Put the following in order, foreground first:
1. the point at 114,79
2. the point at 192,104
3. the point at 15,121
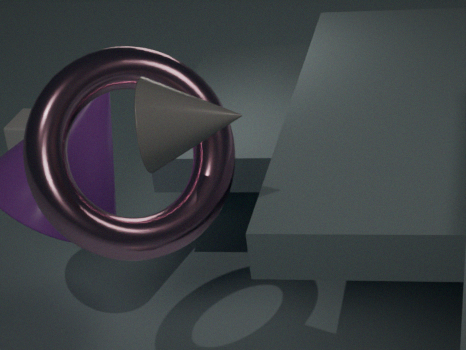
the point at 192,104, the point at 114,79, the point at 15,121
